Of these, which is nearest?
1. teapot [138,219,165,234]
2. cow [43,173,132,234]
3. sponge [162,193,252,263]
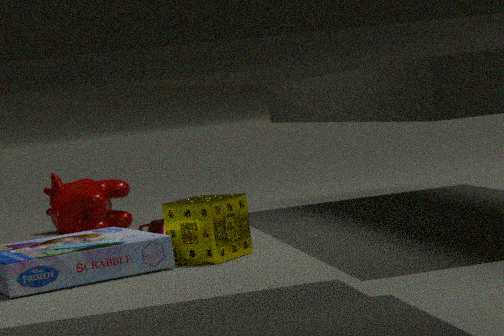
sponge [162,193,252,263]
